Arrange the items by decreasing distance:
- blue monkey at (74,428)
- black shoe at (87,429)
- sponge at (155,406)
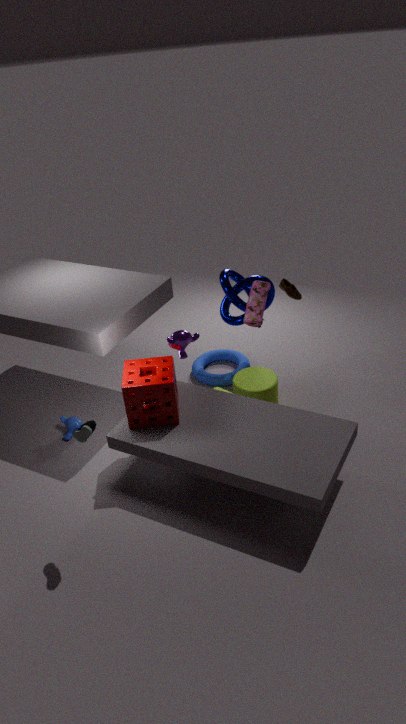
blue monkey at (74,428) < sponge at (155,406) < black shoe at (87,429)
